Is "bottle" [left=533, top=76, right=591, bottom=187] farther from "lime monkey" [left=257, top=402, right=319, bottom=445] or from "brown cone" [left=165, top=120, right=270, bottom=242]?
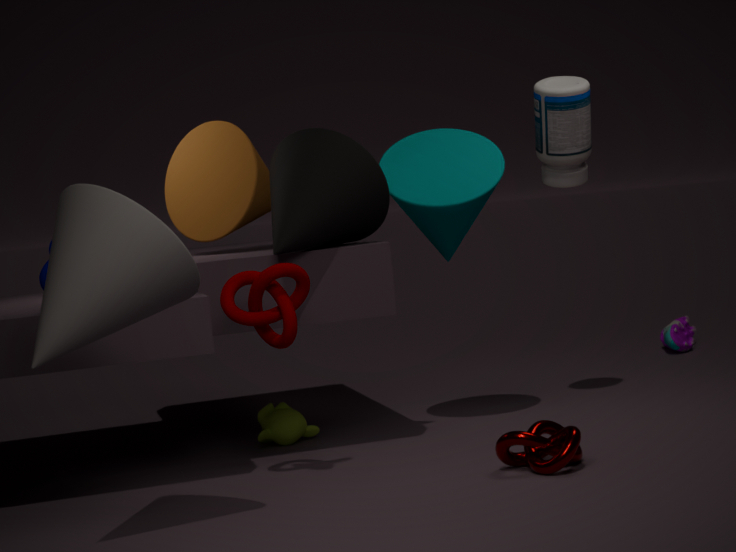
"lime monkey" [left=257, top=402, right=319, bottom=445]
